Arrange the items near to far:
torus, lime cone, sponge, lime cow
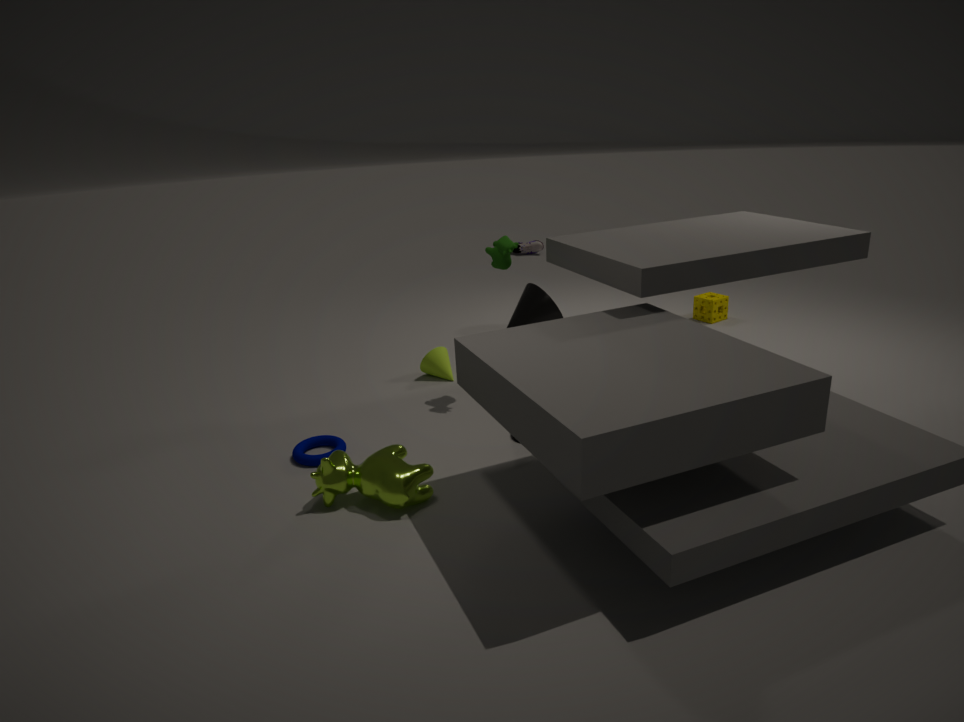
lime cow, torus, lime cone, sponge
